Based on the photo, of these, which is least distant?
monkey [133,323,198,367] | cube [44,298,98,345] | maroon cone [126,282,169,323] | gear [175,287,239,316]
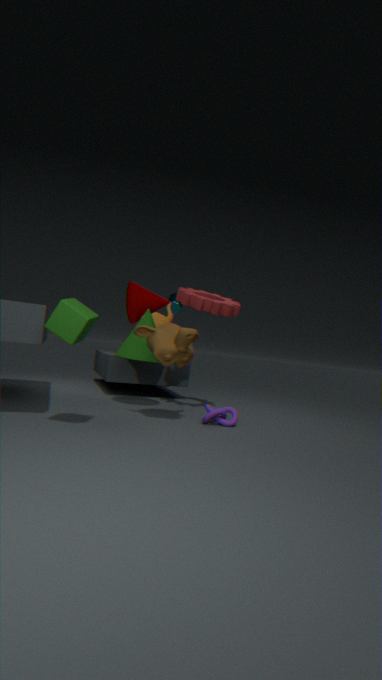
cube [44,298,98,345]
